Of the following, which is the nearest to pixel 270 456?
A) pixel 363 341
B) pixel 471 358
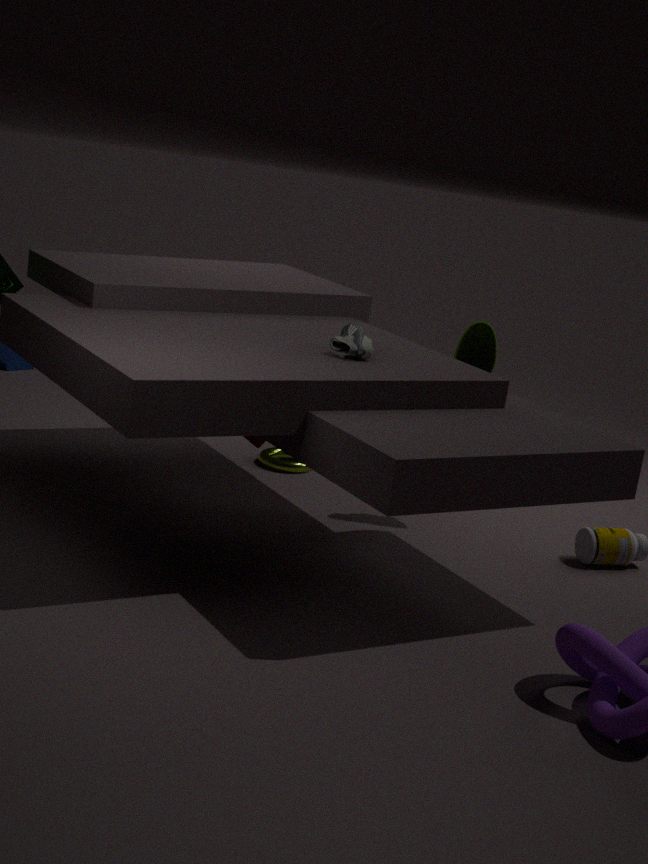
pixel 471 358
